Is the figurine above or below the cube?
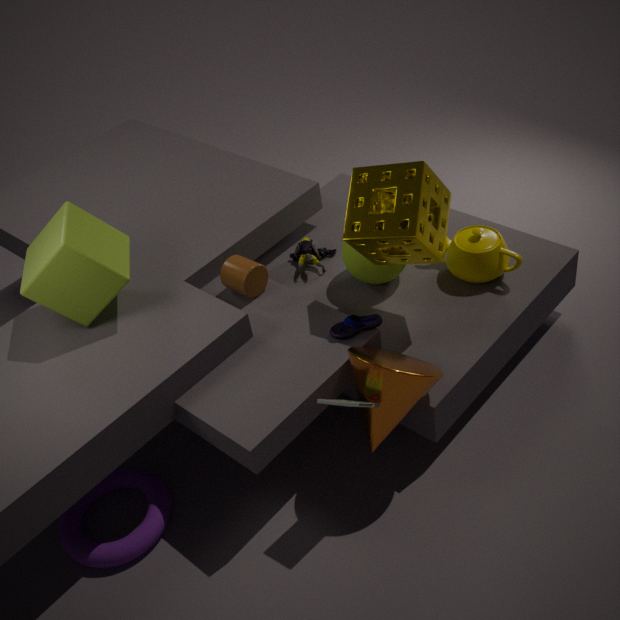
below
